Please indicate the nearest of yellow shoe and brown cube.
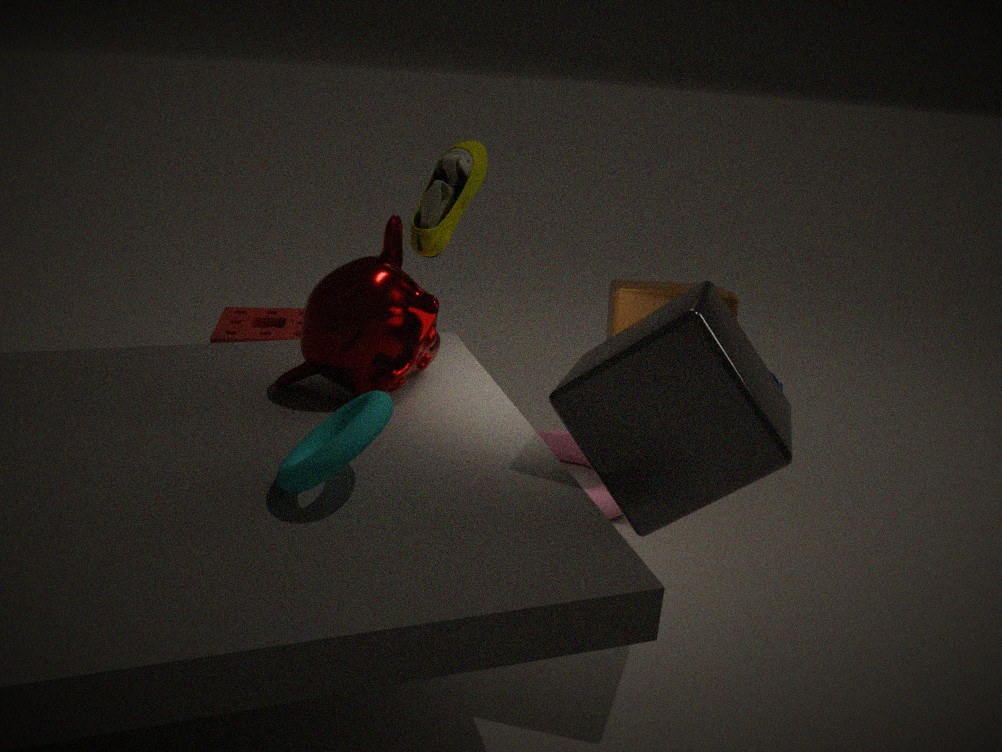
yellow shoe
